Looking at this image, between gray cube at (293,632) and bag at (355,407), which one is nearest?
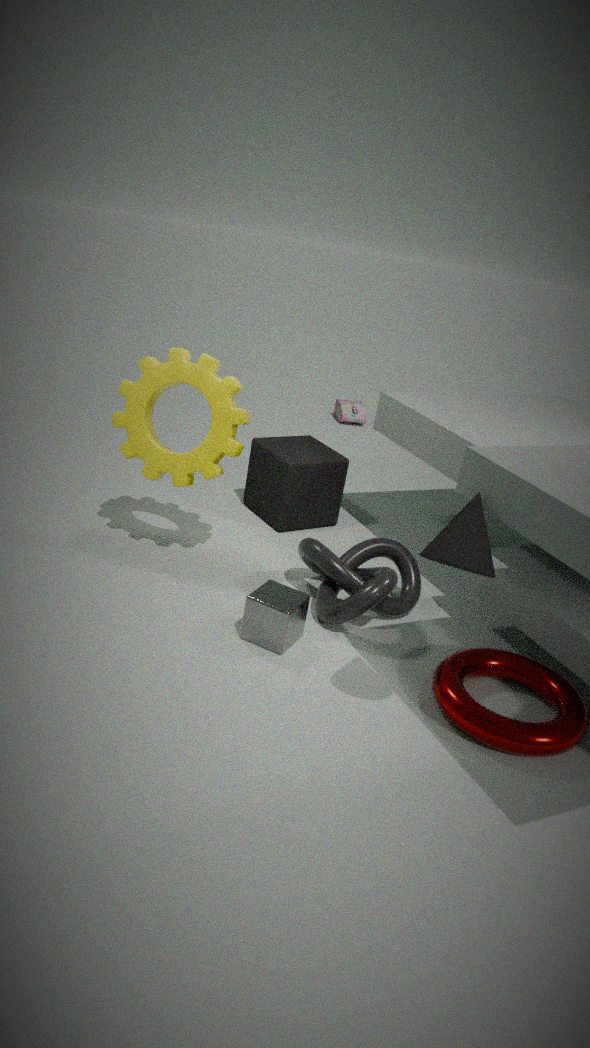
gray cube at (293,632)
